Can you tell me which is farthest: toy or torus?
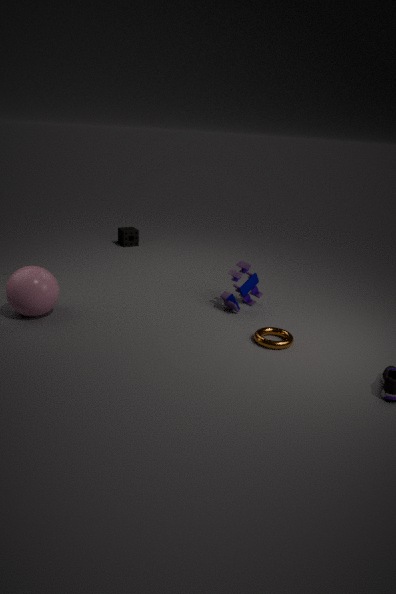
toy
